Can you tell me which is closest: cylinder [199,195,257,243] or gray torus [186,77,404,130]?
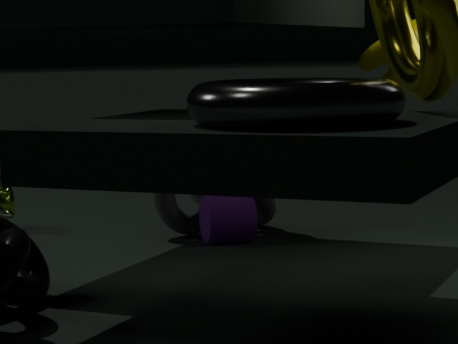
gray torus [186,77,404,130]
